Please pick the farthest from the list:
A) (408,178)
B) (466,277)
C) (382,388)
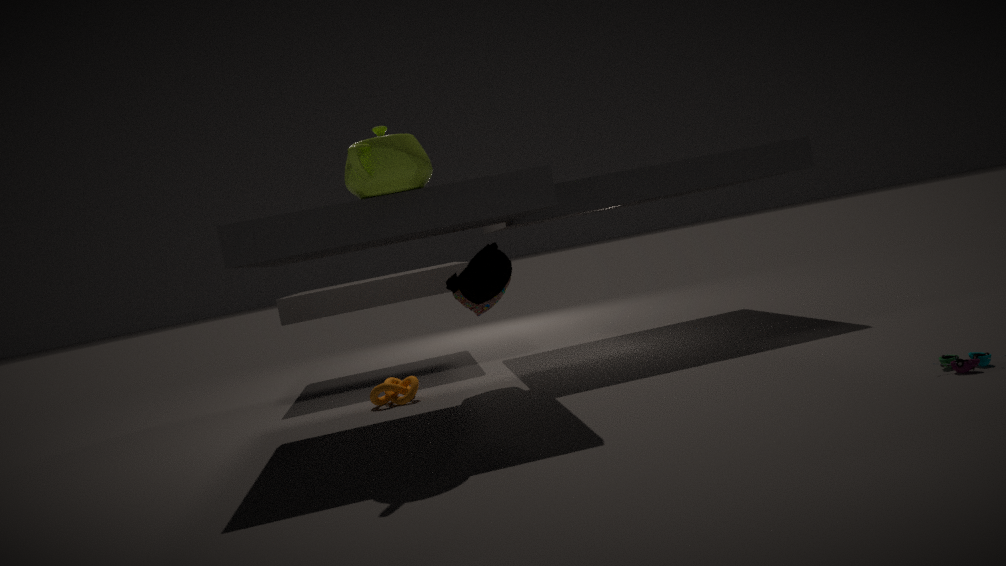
C. (382,388)
